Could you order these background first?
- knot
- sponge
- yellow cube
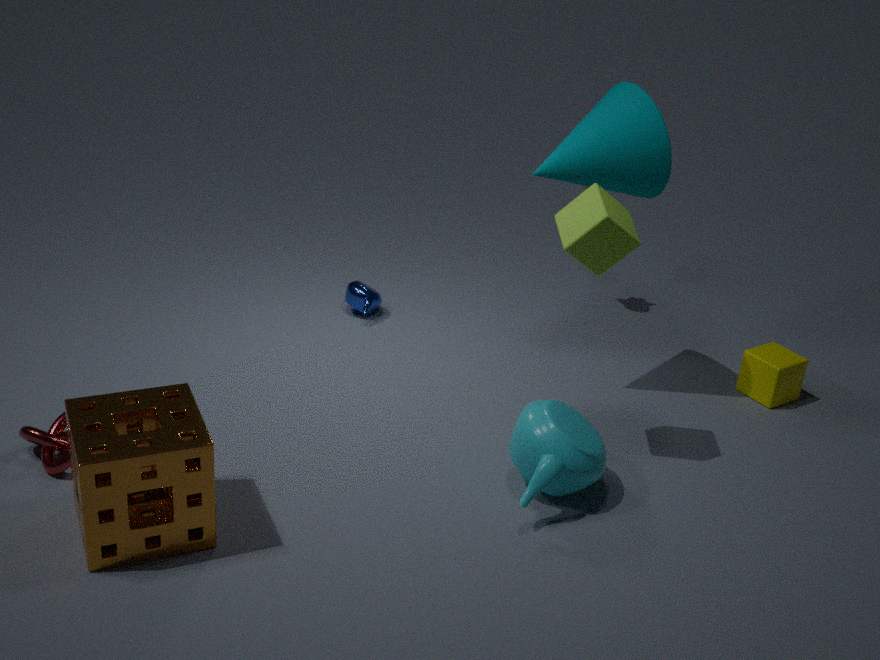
yellow cube < knot < sponge
